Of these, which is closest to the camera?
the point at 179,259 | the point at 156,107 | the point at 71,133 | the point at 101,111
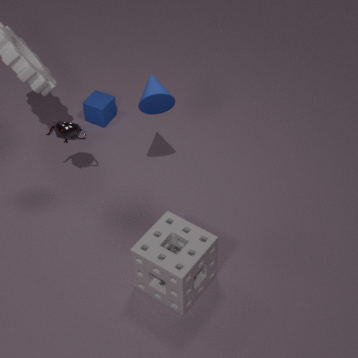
the point at 179,259
